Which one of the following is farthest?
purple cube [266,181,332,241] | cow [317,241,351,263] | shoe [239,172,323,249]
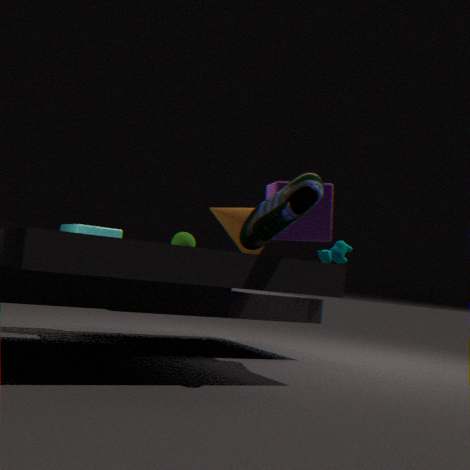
cow [317,241,351,263]
